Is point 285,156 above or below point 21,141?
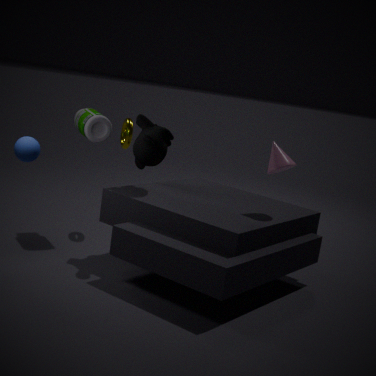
above
